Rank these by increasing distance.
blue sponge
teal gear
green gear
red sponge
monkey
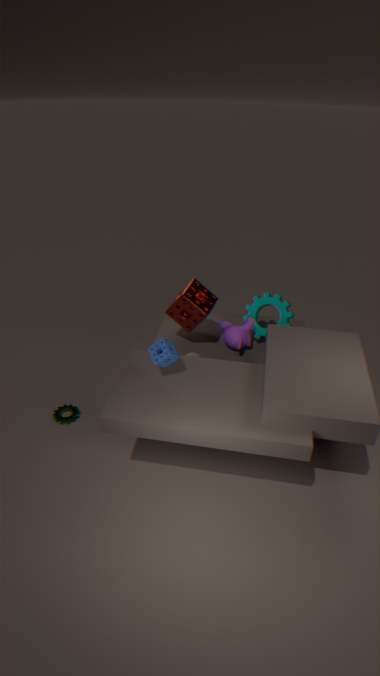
blue sponge < red sponge < green gear < monkey < teal gear
